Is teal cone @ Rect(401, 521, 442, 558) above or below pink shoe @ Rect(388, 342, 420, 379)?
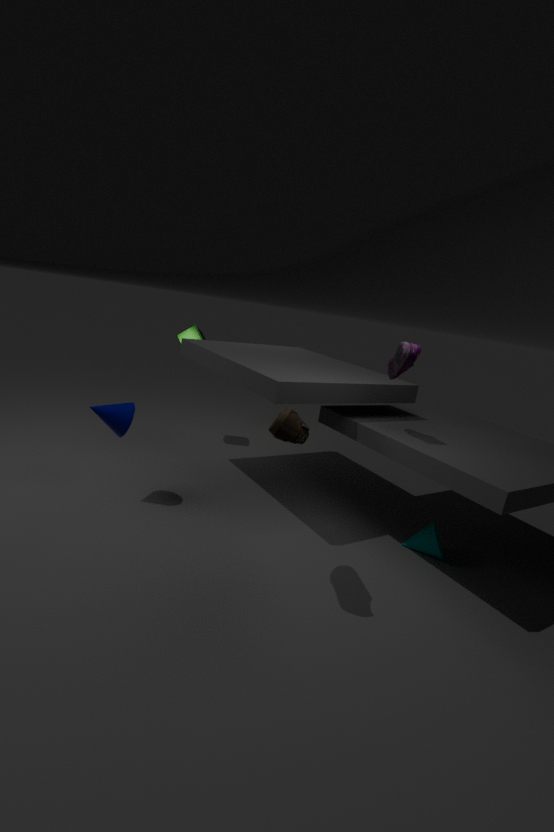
below
